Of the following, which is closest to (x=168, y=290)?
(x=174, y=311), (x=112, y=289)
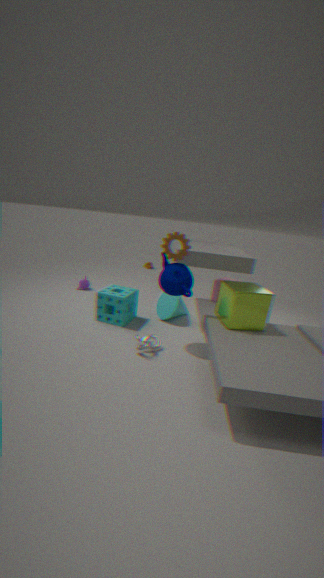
(x=174, y=311)
